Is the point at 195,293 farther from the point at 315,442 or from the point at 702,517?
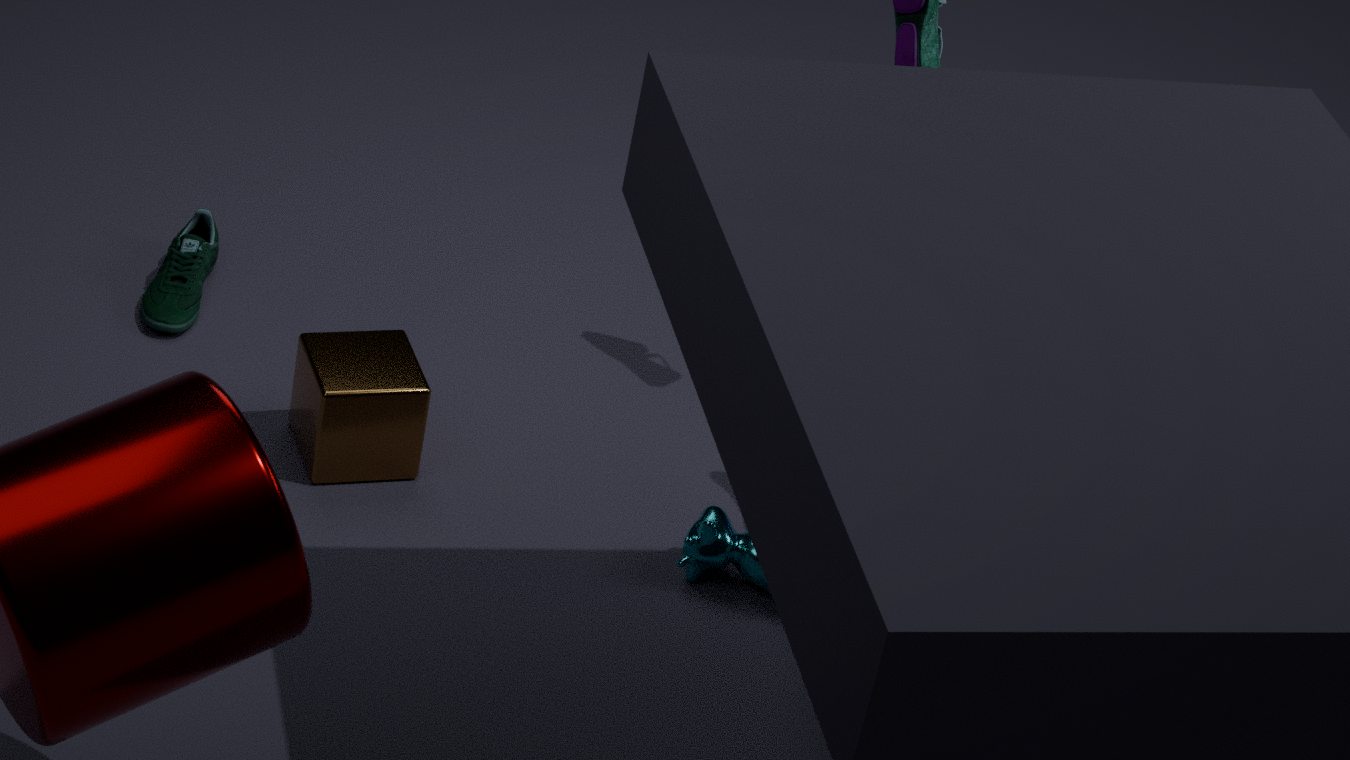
the point at 702,517
